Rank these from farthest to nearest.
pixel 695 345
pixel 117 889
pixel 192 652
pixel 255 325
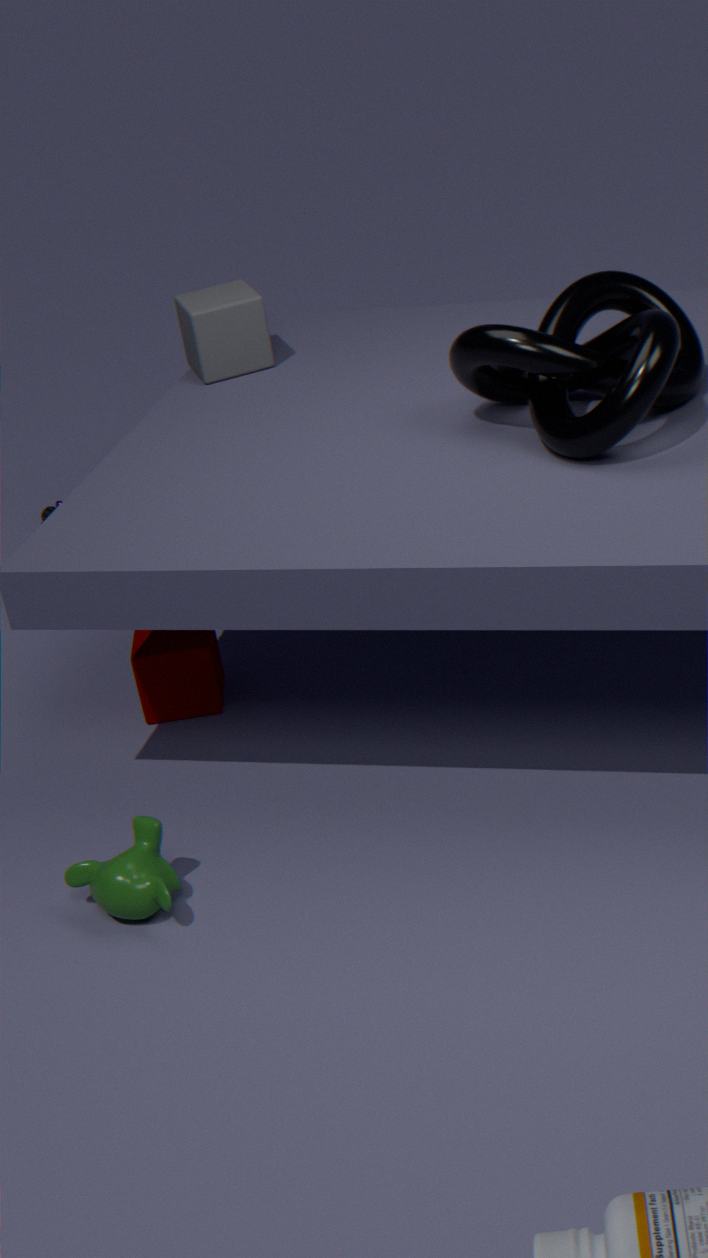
pixel 255 325 → pixel 192 652 → pixel 695 345 → pixel 117 889
